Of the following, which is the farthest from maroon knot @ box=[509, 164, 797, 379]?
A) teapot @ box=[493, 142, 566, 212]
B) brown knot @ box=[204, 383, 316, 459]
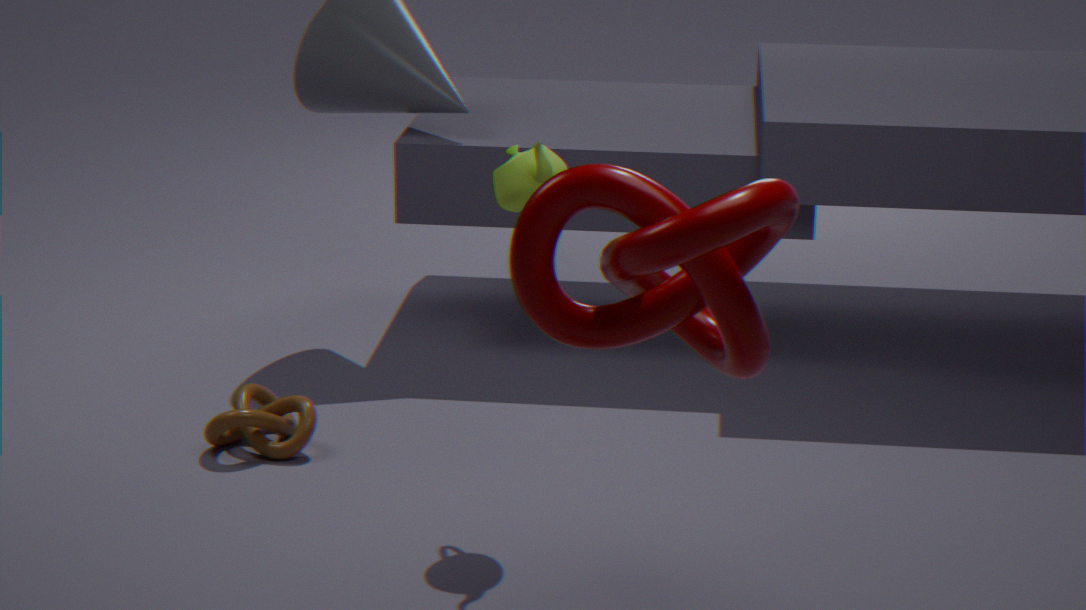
brown knot @ box=[204, 383, 316, 459]
